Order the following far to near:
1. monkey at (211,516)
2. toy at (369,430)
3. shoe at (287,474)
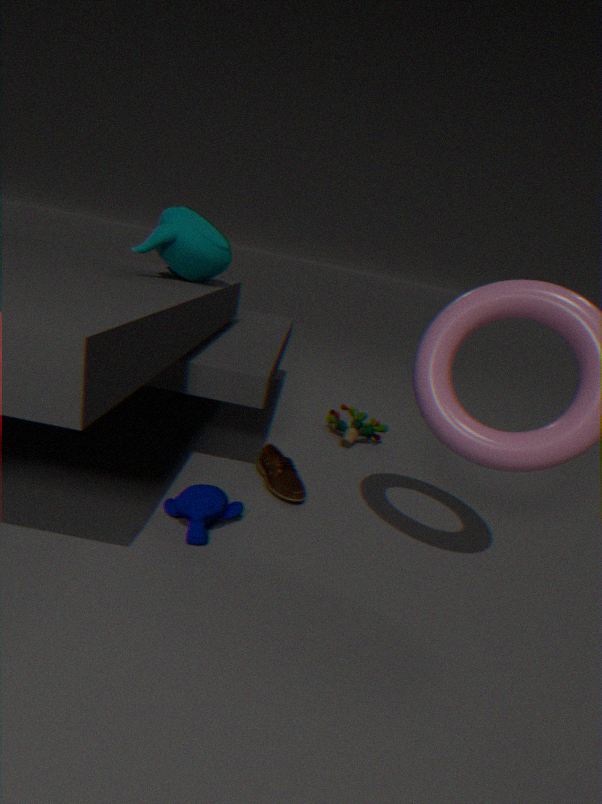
toy at (369,430) → shoe at (287,474) → monkey at (211,516)
